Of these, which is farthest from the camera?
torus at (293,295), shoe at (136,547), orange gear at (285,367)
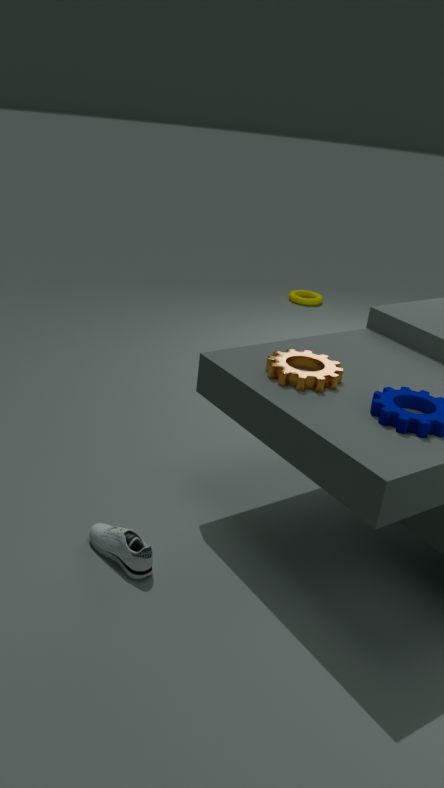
torus at (293,295)
